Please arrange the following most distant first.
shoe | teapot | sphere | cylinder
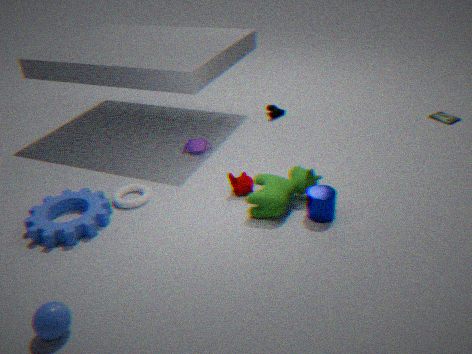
shoe
teapot
cylinder
sphere
